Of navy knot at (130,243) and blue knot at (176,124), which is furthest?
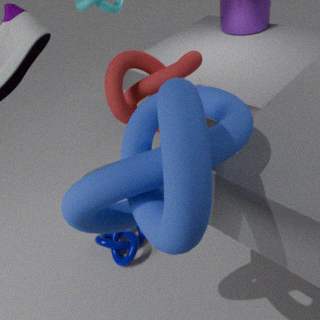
navy knot at (130,243)
